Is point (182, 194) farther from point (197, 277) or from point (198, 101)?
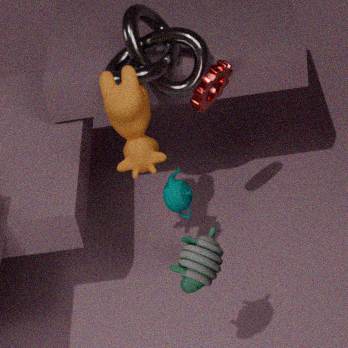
point (197, 277)
